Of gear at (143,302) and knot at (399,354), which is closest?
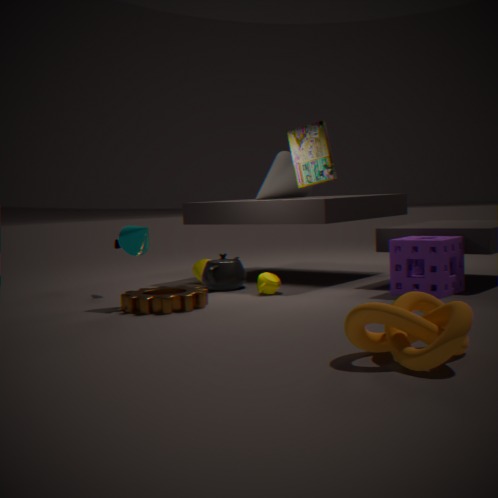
knot at (399,354)
